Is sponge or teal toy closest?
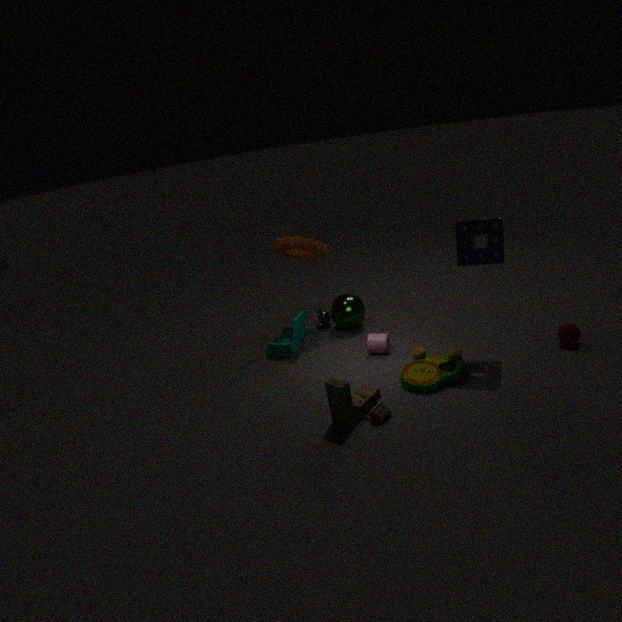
sponge
